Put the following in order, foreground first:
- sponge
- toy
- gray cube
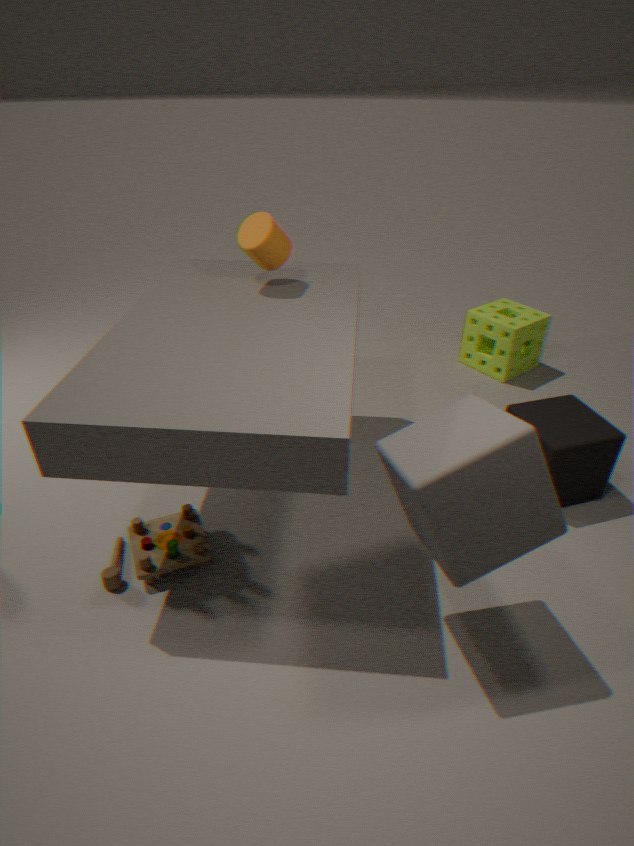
gray cube → toy → sponge
